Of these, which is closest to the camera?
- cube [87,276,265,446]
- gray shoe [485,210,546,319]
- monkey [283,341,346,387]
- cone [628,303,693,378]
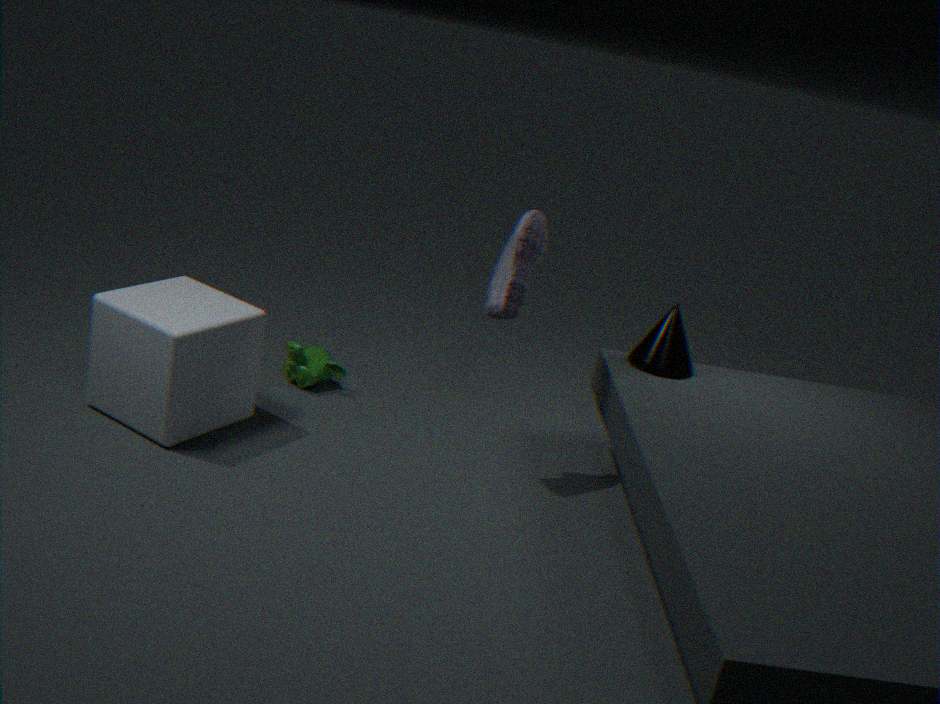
cube [87,276,265,446]
